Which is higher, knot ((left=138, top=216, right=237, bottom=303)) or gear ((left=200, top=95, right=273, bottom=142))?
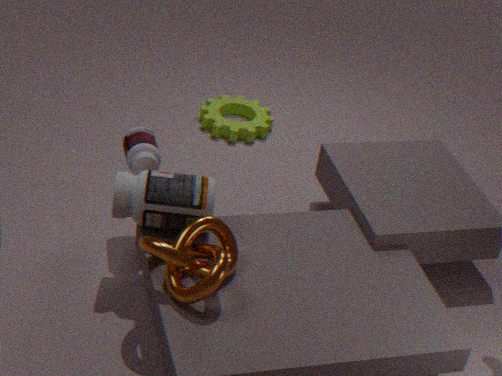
knot ((left=138, top=216, right=237, bottom=303))
